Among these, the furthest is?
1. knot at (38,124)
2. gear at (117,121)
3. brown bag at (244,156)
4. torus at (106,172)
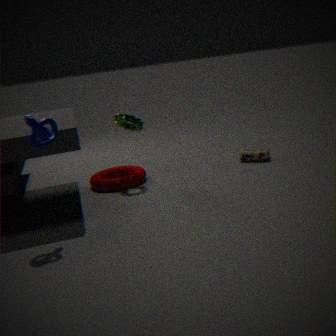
brown bag at (244,156)
